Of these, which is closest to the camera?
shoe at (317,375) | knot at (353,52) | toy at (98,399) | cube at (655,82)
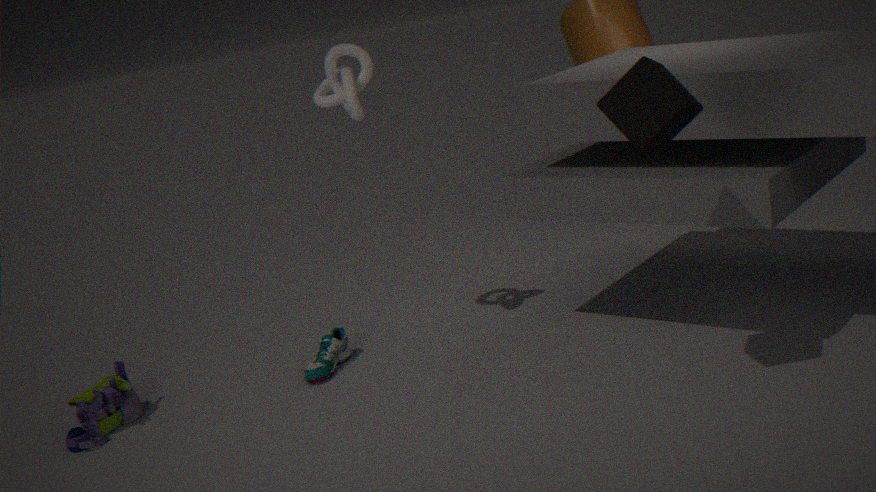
cube at (655,82)
